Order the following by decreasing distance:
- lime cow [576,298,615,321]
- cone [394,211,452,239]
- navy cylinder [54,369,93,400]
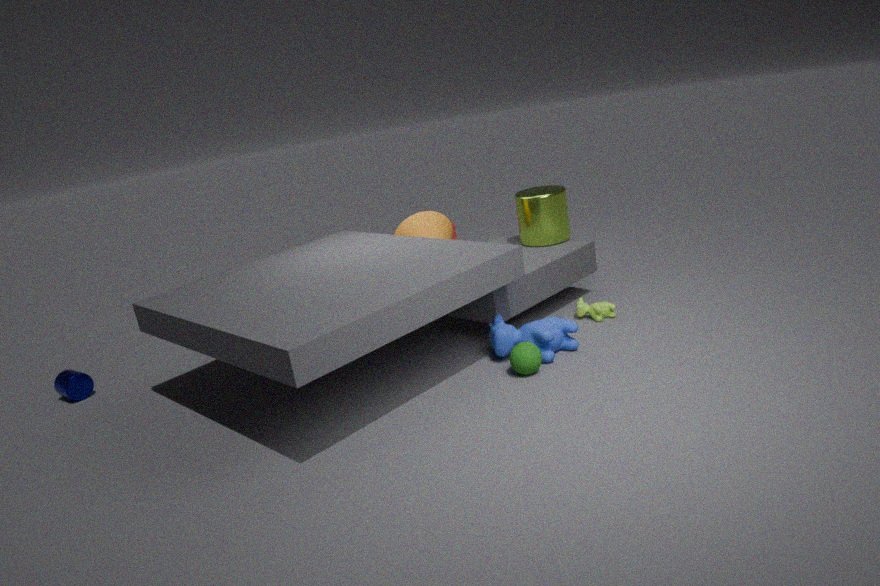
1. cone [394,211,452,239]
2. navy cylinder [54,369,93,400]
3. lime cow [576,298,615,321]
